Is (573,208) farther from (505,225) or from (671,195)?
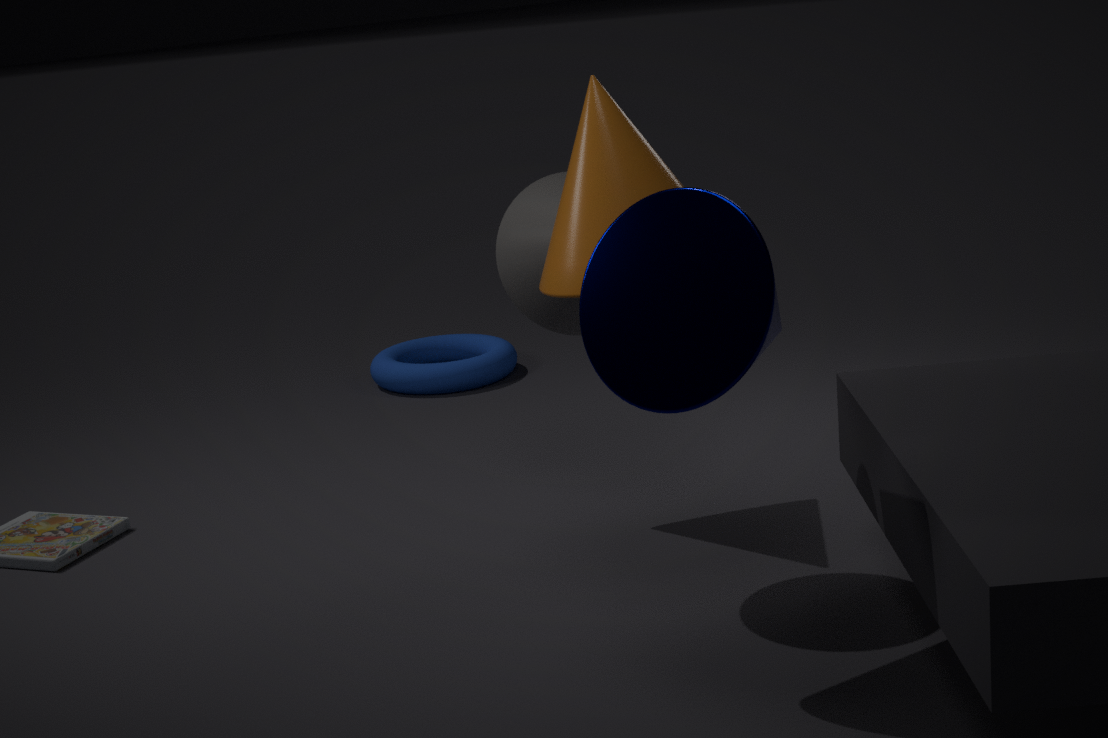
(505,225)
